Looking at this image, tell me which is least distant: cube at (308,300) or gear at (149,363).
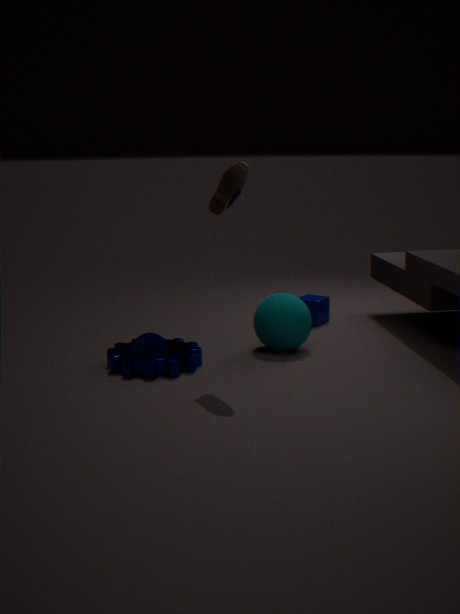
gear at (149,363)
